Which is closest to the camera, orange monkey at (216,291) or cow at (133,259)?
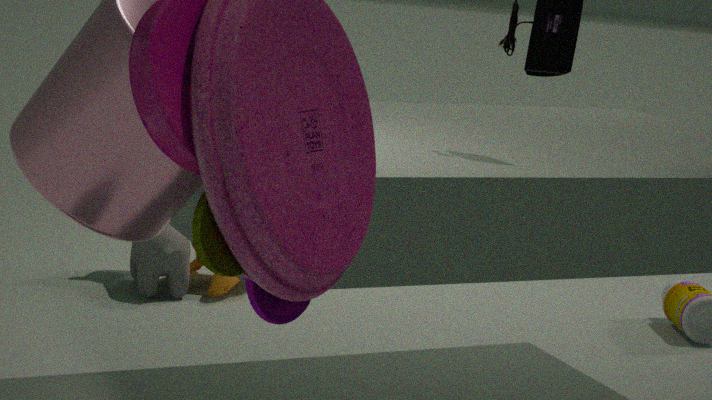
cow at (133,259)
